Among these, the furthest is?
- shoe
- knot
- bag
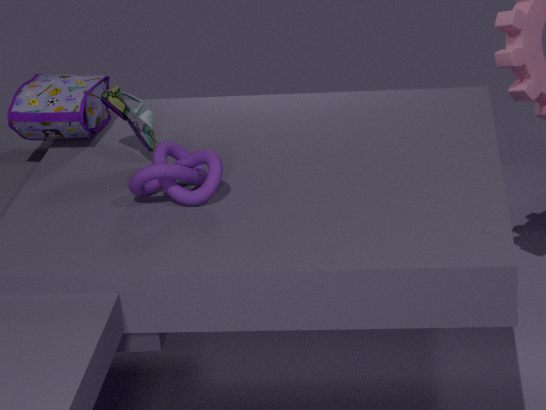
bag
